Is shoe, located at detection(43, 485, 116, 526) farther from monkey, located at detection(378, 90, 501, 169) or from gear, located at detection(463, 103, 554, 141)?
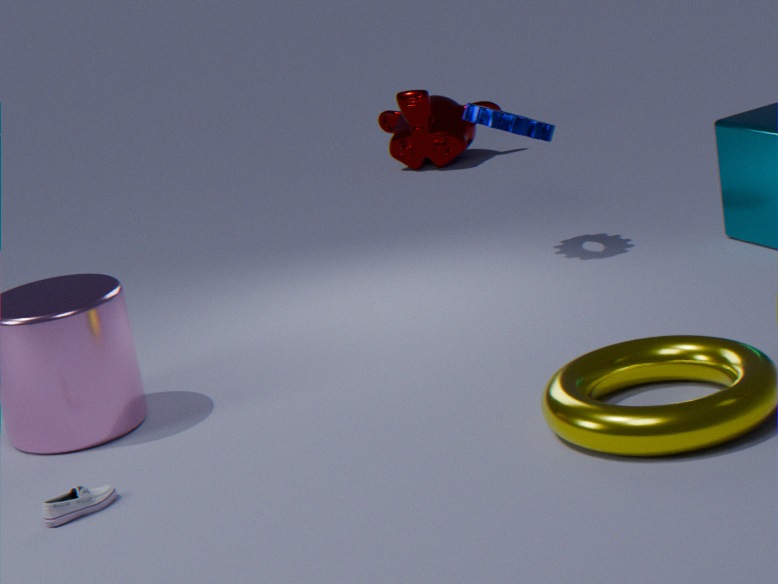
monkey, located at detection(378, 90, 501, 169)
